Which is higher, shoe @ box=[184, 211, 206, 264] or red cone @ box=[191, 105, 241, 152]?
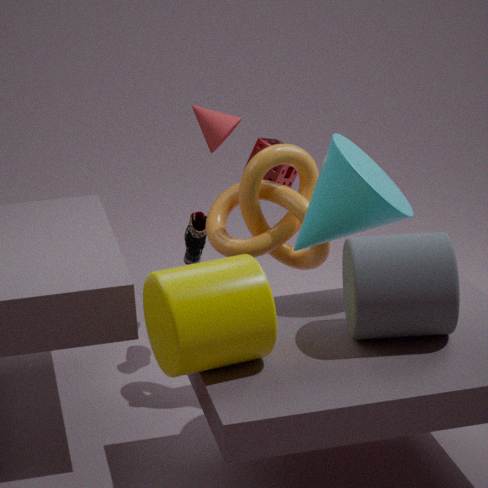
red cone @ box=[191, 105, 241, 152]
